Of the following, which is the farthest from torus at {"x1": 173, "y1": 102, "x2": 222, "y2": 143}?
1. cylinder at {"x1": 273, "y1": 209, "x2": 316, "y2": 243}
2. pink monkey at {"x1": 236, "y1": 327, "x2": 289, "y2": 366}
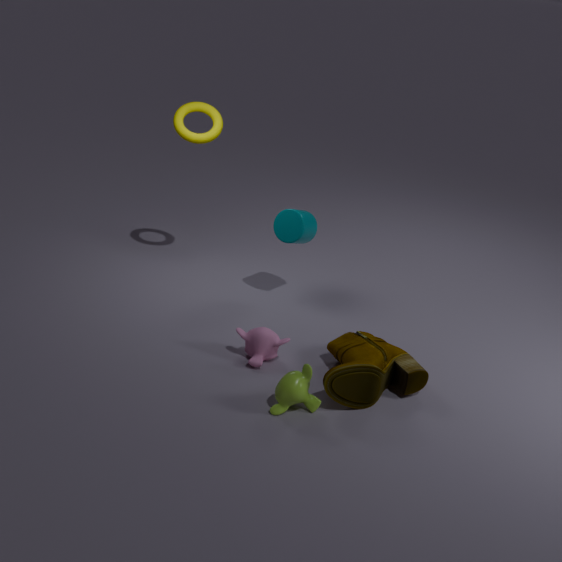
pink monkey at {"x1": 236, "y1": 327, "x2": 289, "y2": 366}
